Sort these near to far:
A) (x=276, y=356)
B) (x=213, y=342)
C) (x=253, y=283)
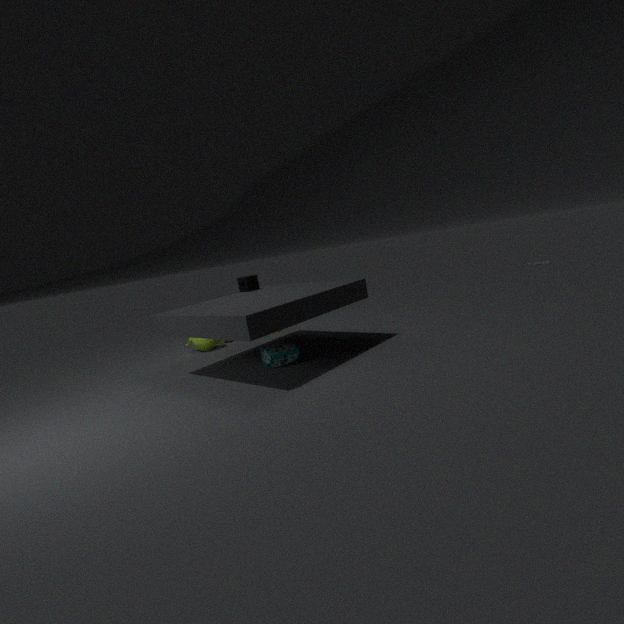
(x=276, y=356), (x=253, y=283), (x=213, y=342)
